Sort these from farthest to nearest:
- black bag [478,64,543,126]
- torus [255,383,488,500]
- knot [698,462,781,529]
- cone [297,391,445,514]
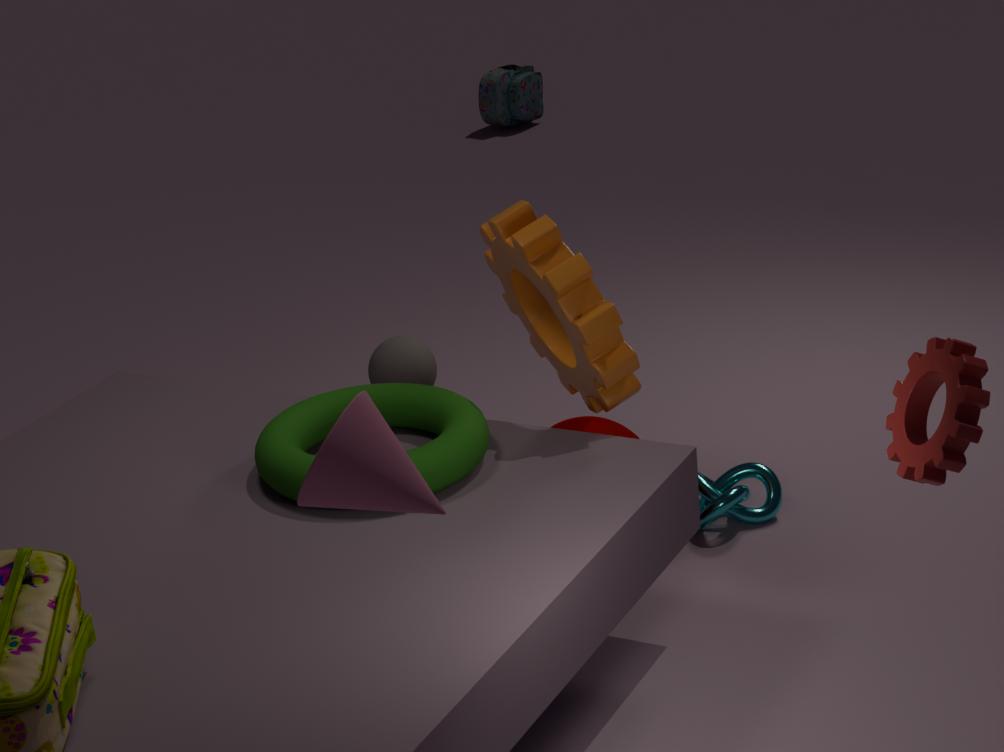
black bag [478,64,543,126] → knot [698,462,781,529] → torus [255,383,488,500] → cone [297,391,445,514]
